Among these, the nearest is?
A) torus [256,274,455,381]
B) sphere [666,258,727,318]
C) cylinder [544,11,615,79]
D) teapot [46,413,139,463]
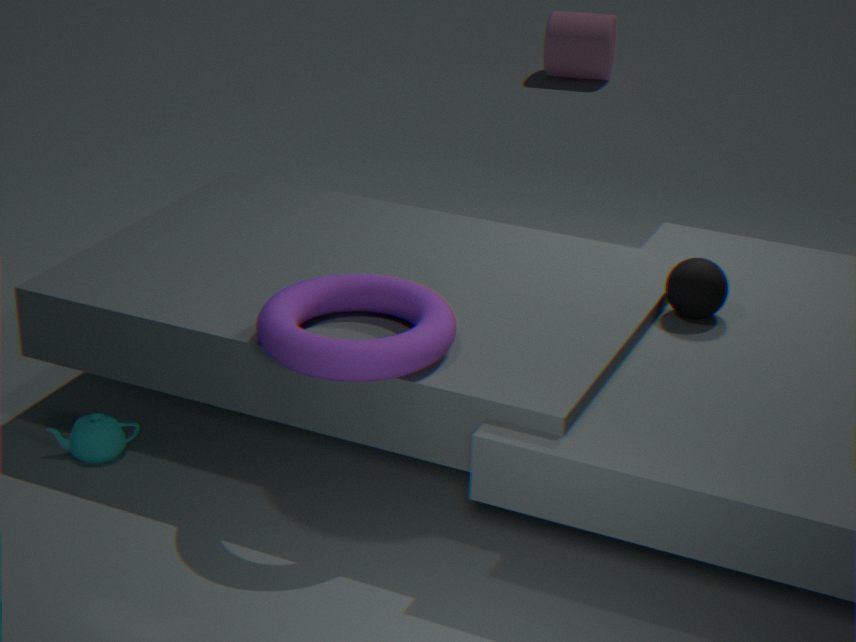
torus [256,274,455,381]
